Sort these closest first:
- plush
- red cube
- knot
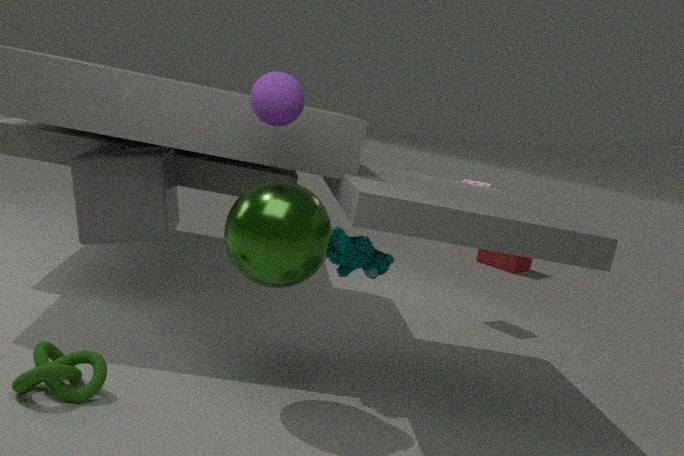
1. knot
2. plush
3. red cube
